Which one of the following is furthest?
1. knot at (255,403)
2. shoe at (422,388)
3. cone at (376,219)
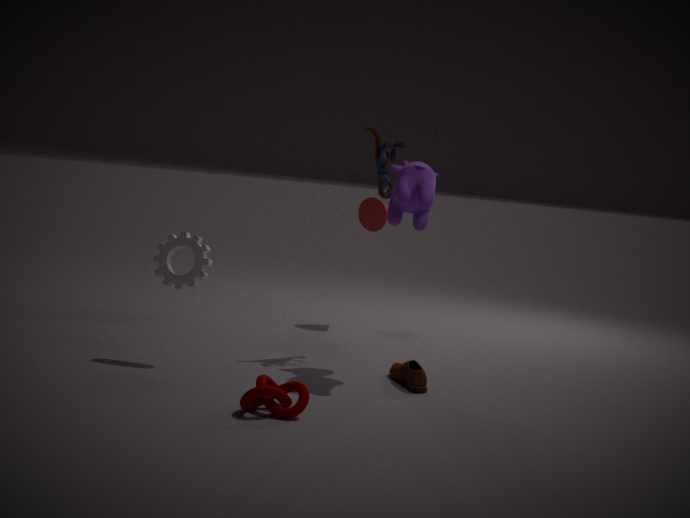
cone at (376,219)
